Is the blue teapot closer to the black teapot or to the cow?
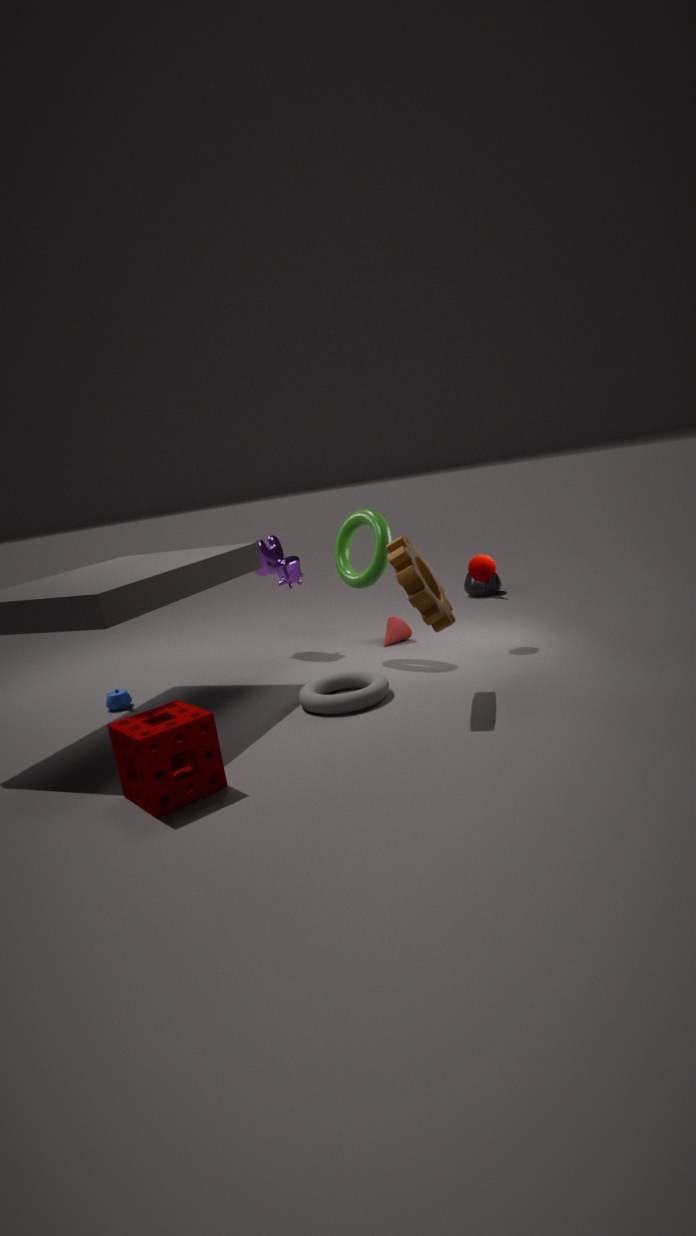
the cow
